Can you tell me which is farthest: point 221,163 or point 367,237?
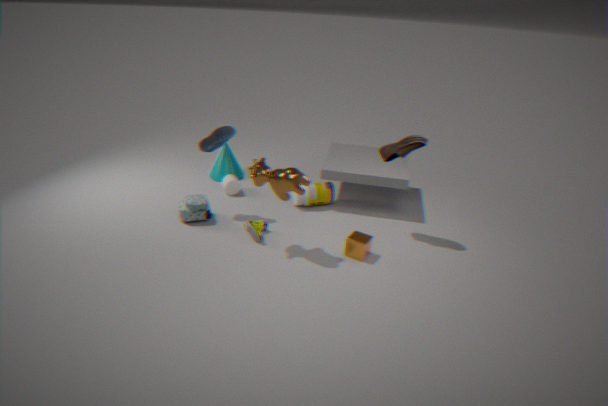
point 221,163
